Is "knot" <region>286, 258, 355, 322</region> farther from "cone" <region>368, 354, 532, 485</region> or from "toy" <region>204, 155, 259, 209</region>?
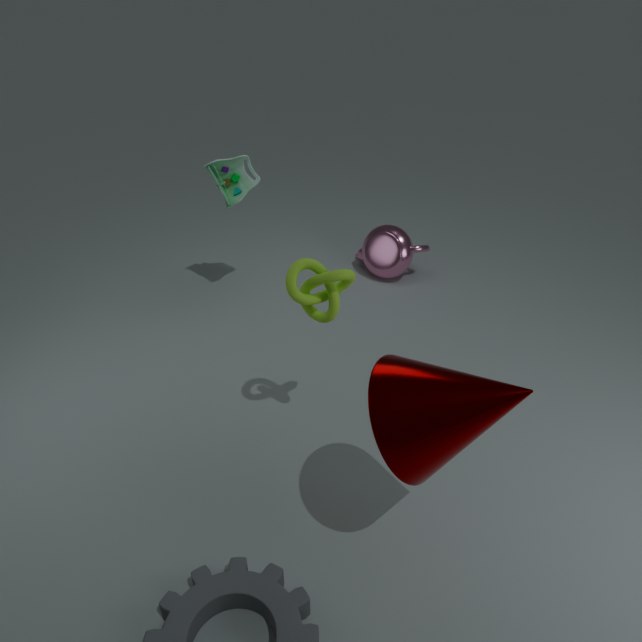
"toy" <region>204, 155, 259, 209</region>
